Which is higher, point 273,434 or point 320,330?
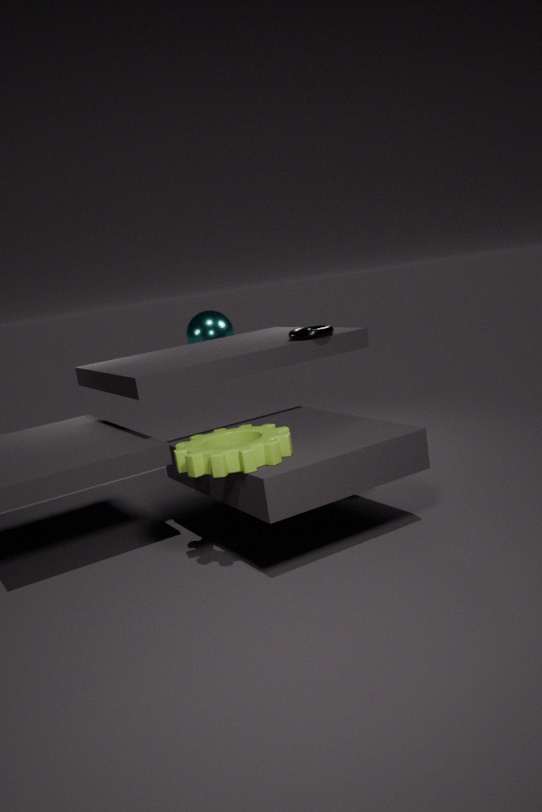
point 320,330
